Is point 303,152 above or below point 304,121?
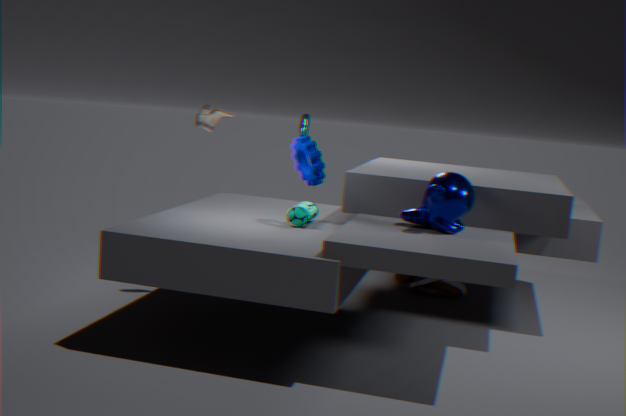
below
